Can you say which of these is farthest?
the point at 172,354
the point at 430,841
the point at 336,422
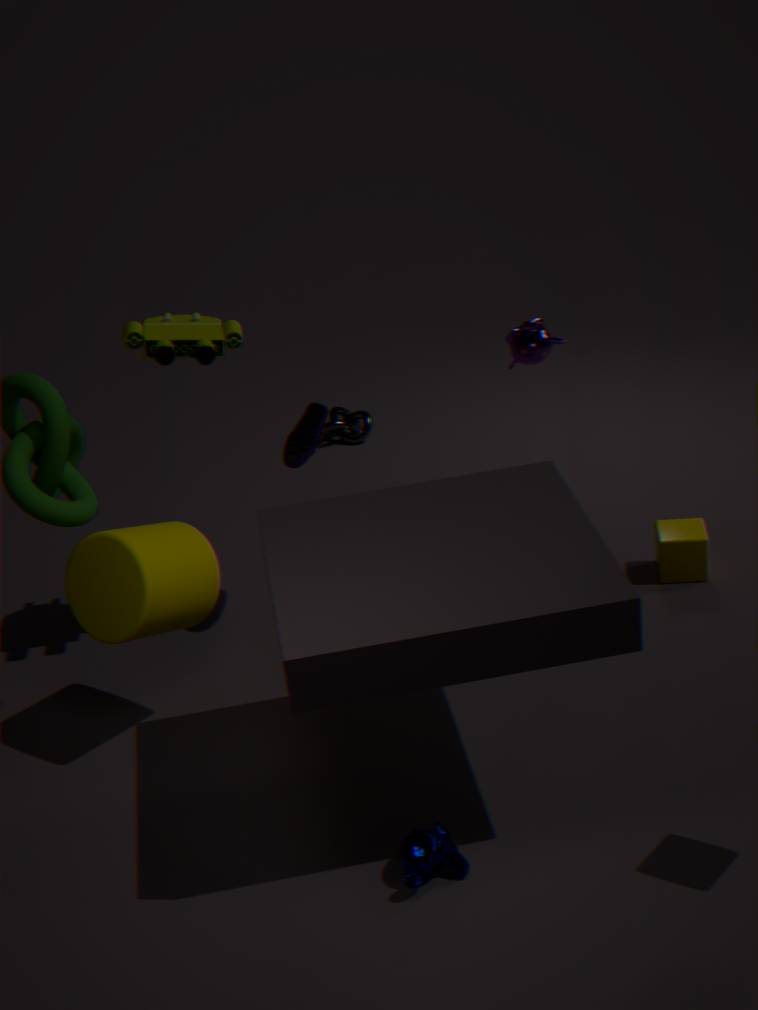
the point at 336,422
